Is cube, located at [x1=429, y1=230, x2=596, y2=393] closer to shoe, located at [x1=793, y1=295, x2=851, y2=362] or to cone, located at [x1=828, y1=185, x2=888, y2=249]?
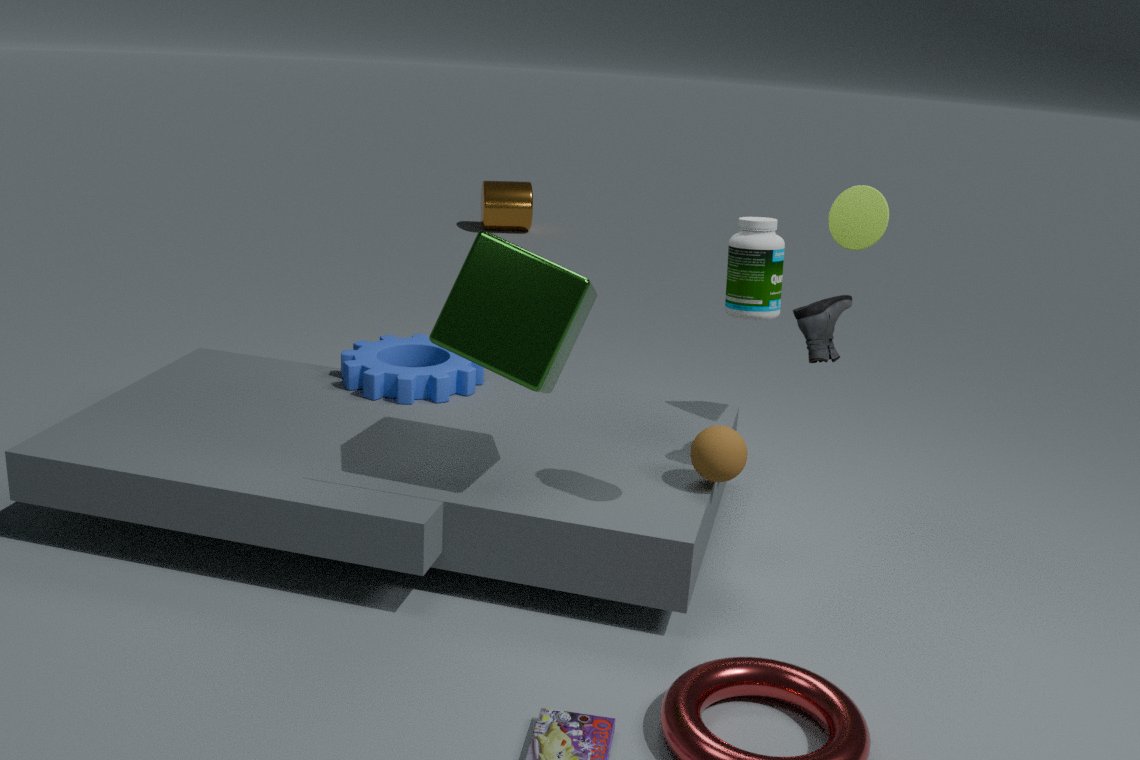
shoe, located at [x1=793, y1=295, x2=851, y2=362]
